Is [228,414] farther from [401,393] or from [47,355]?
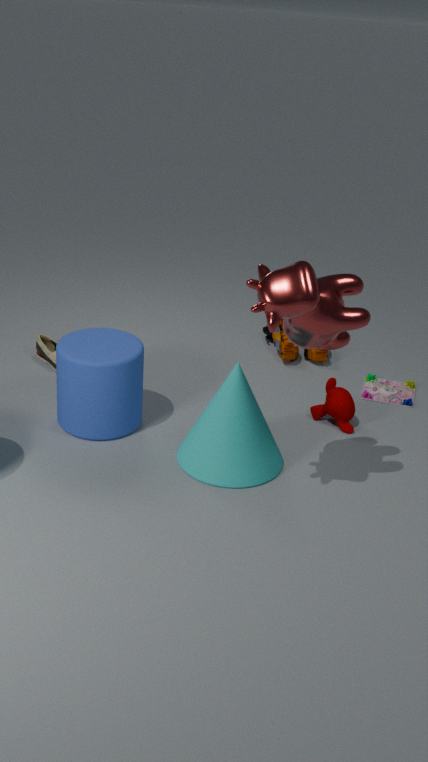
[47,355]
